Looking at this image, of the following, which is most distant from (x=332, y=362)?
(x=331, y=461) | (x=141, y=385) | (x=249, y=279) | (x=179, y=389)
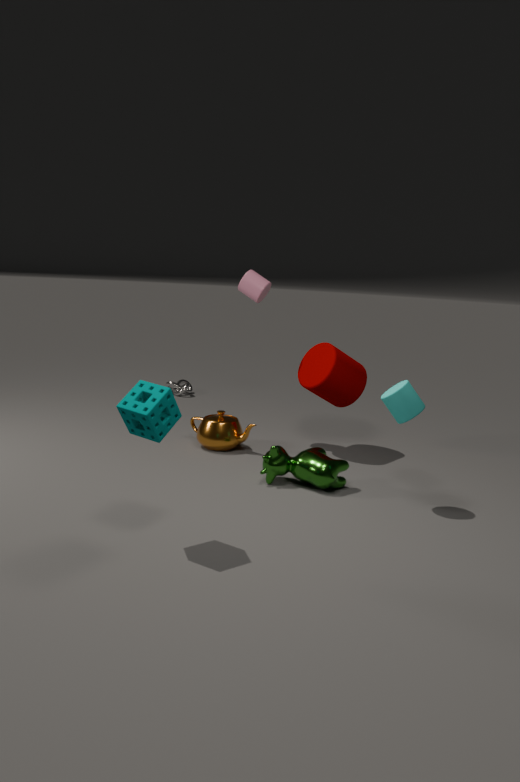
(x=179, y=389)
